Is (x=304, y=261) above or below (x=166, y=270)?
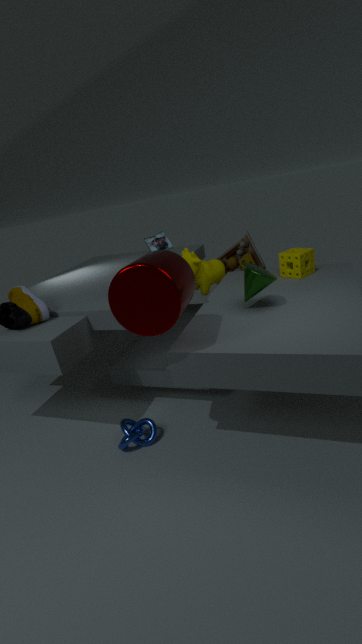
below
